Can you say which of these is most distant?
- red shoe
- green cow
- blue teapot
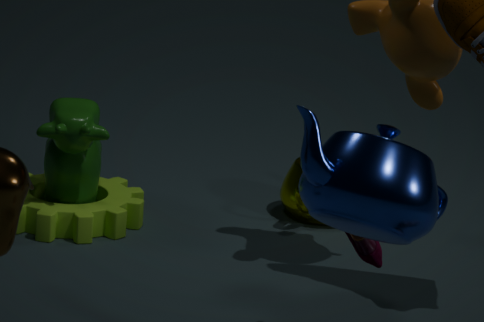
green cow
